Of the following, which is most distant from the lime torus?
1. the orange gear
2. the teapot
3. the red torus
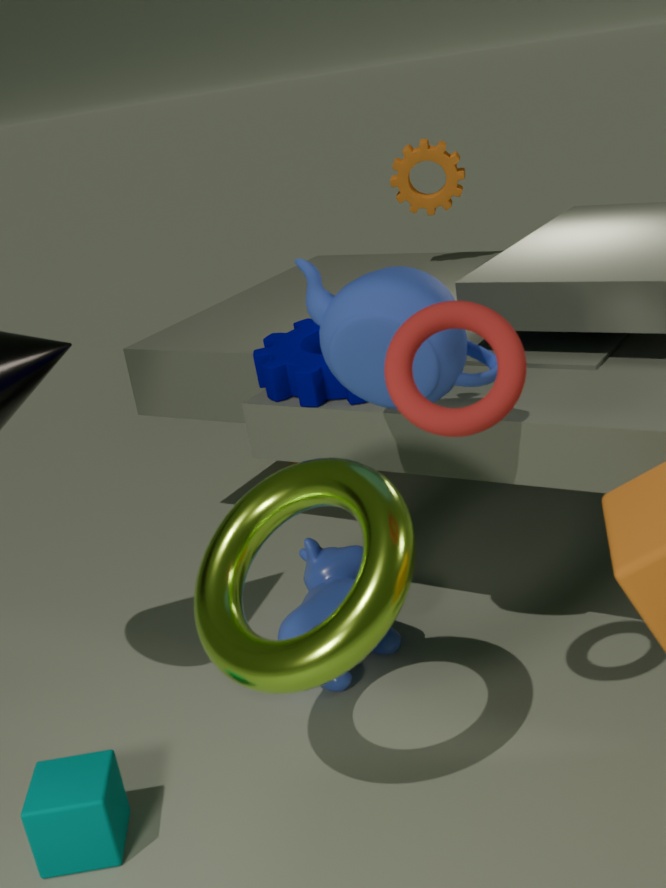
the orange gear
